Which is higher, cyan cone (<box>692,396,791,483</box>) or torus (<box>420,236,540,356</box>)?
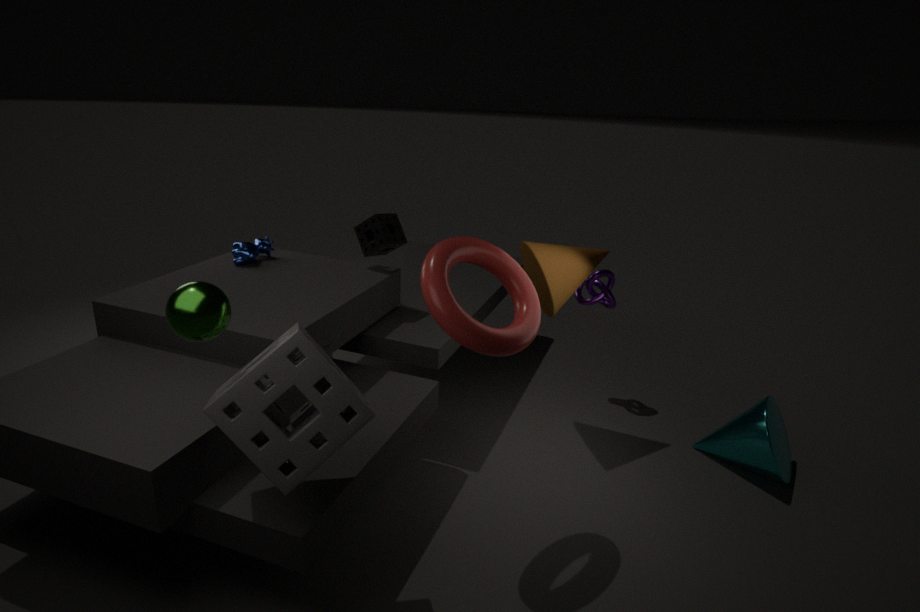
torus (<box>420,236,540,356</box>)
